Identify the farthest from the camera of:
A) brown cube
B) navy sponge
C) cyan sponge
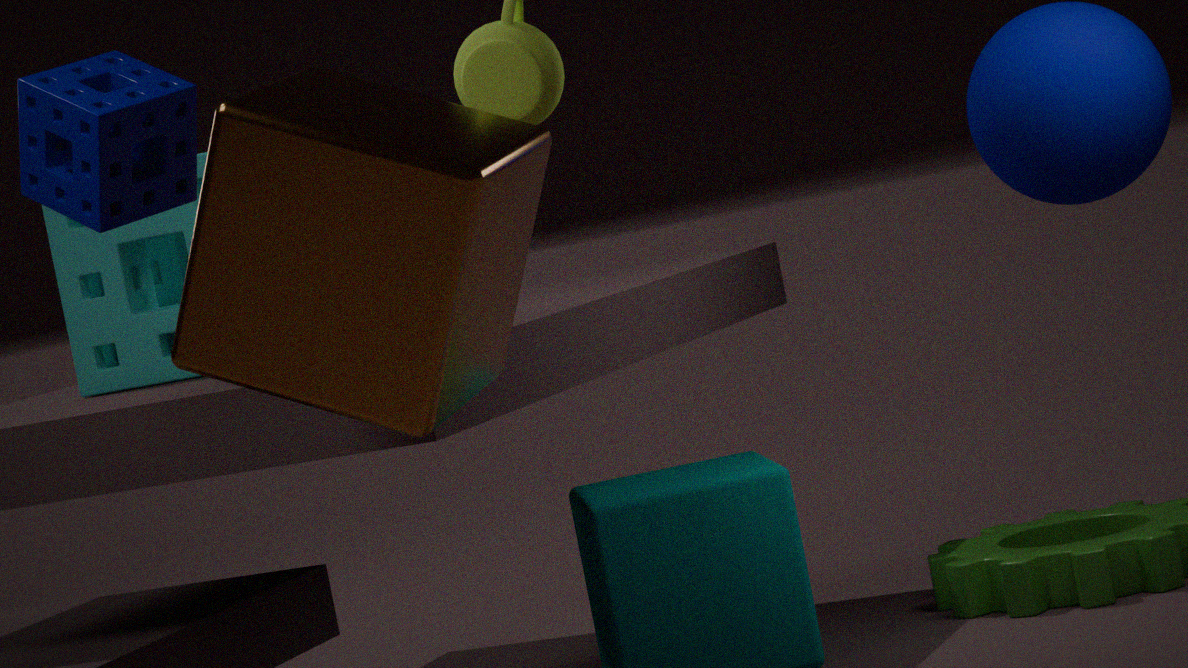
cyan sponge
